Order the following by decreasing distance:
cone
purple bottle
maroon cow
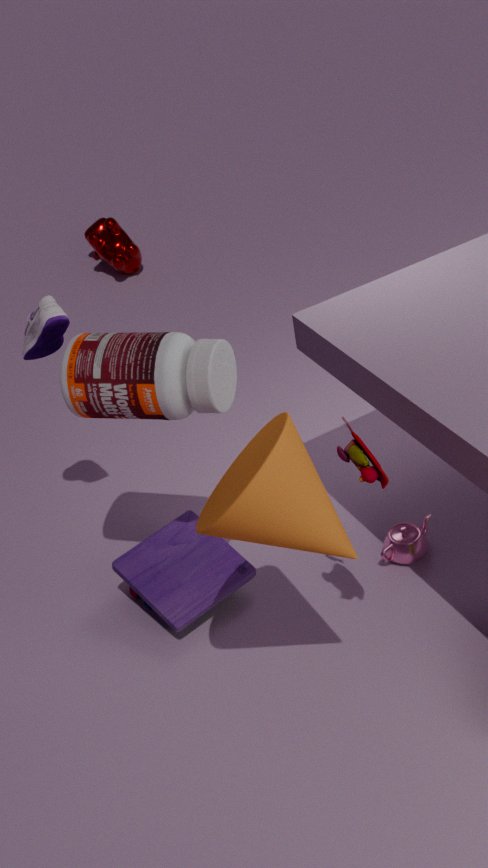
maroon cow, purple bottle, cone
